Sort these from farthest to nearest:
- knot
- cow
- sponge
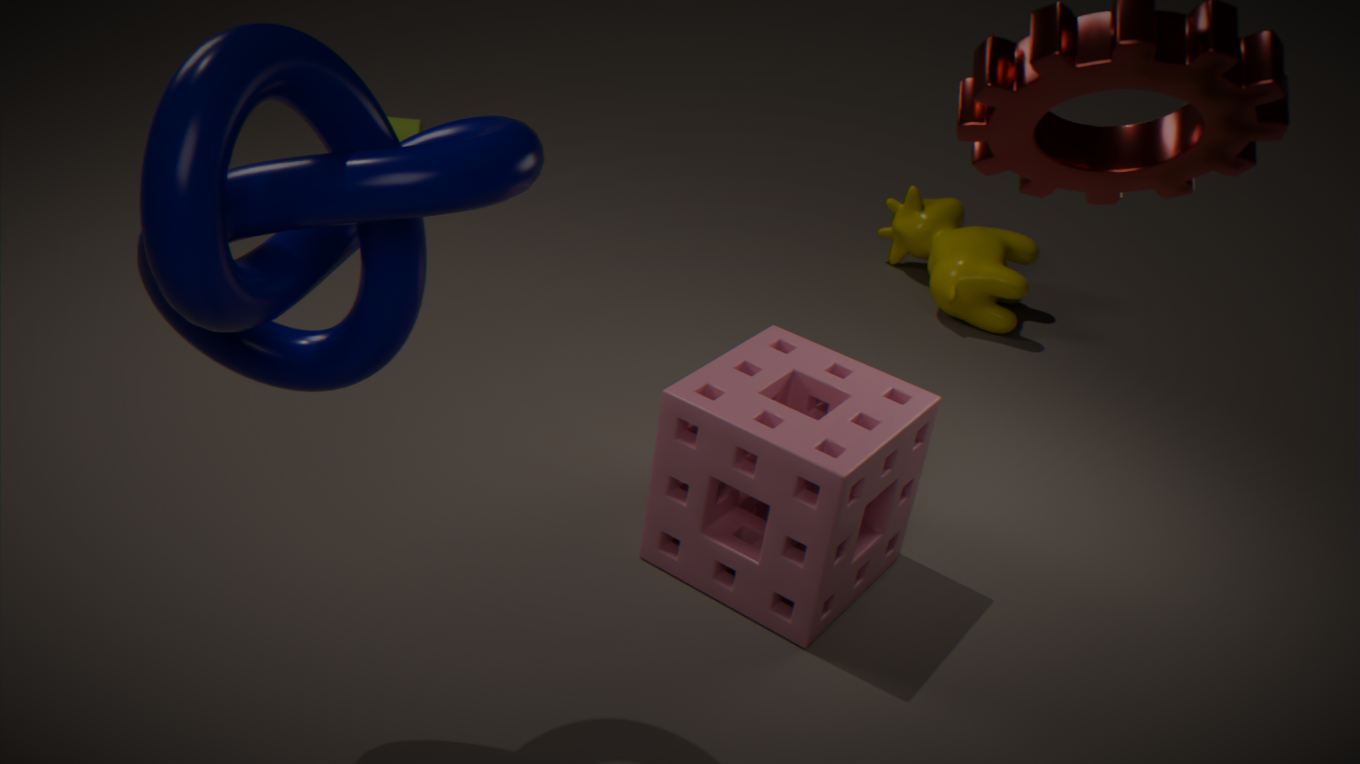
cow → sponge → knot
